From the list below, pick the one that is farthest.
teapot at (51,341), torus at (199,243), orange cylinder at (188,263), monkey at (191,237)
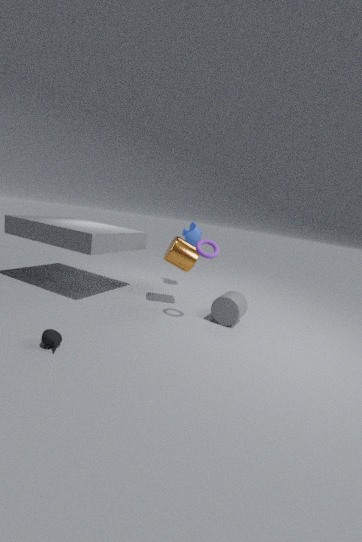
monkey at (191,237)
